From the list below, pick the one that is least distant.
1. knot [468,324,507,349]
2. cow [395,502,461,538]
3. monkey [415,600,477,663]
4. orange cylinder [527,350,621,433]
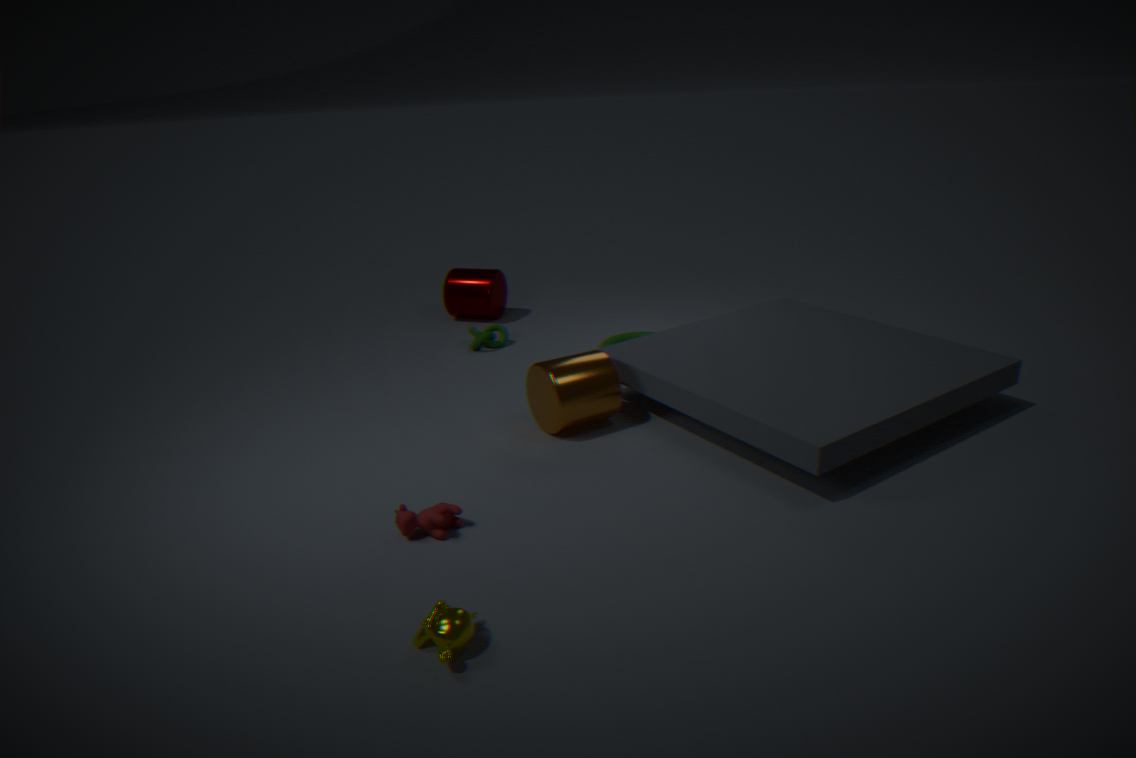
monkey [415,600,477,663]
